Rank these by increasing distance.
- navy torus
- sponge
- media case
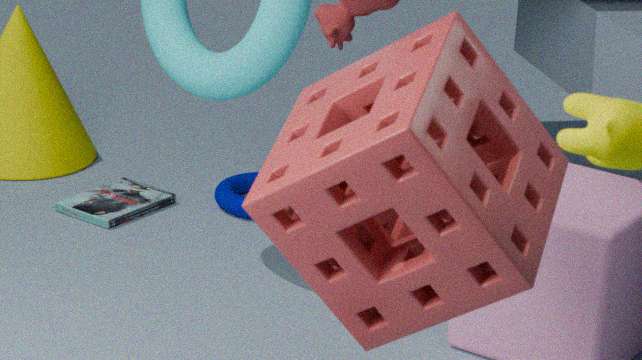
sponge → media case → navy torus
